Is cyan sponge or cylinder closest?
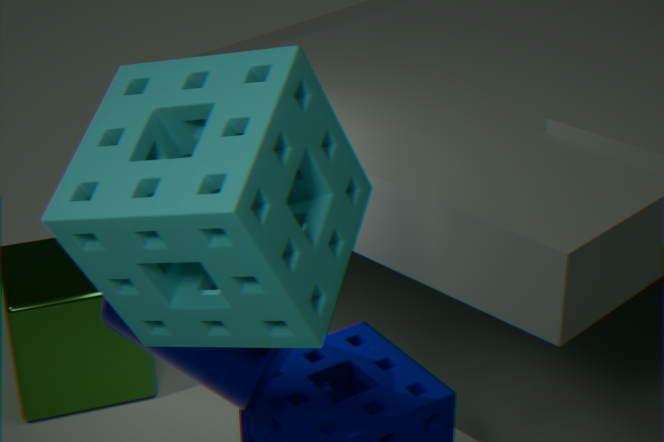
cyan sponge
